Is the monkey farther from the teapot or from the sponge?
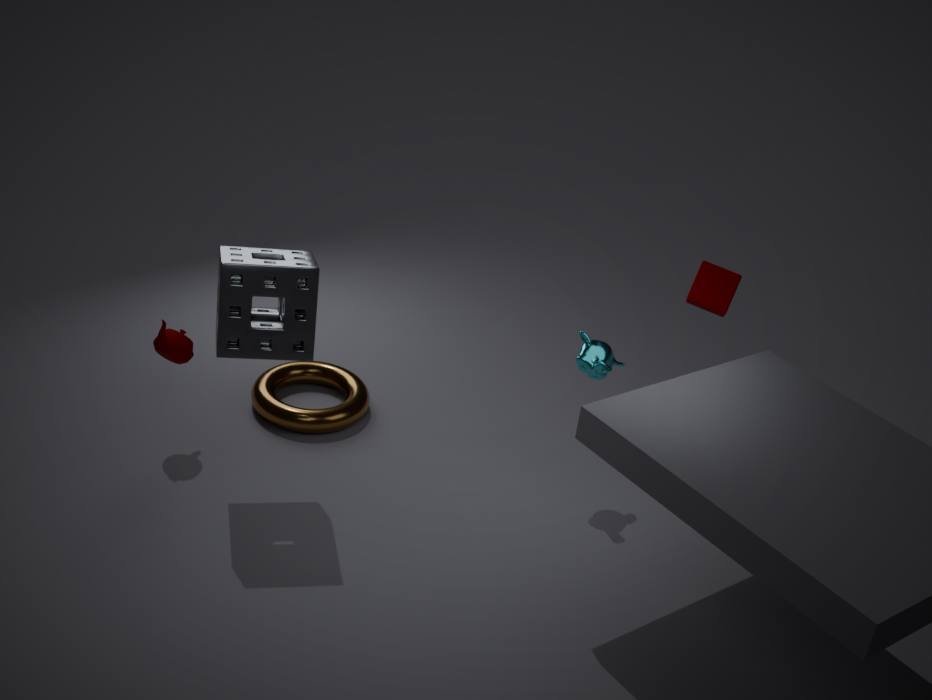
the teapot
